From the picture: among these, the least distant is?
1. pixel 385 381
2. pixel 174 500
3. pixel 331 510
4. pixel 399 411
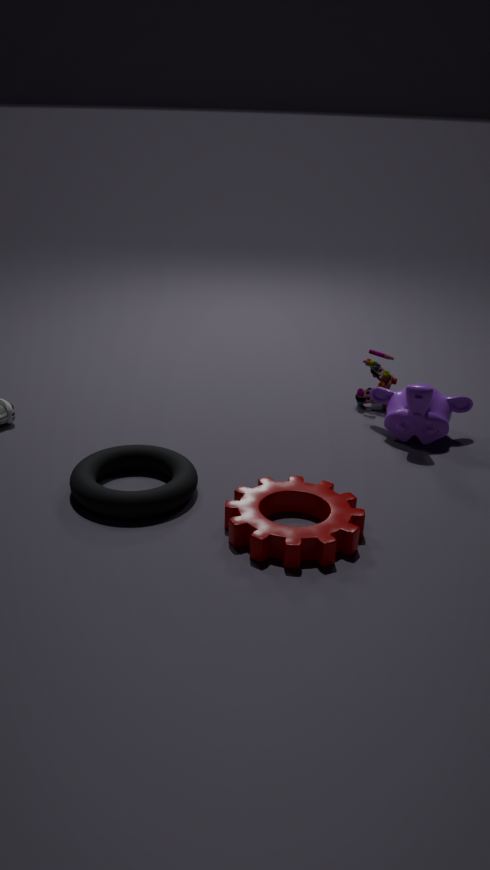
pixel 331 510
